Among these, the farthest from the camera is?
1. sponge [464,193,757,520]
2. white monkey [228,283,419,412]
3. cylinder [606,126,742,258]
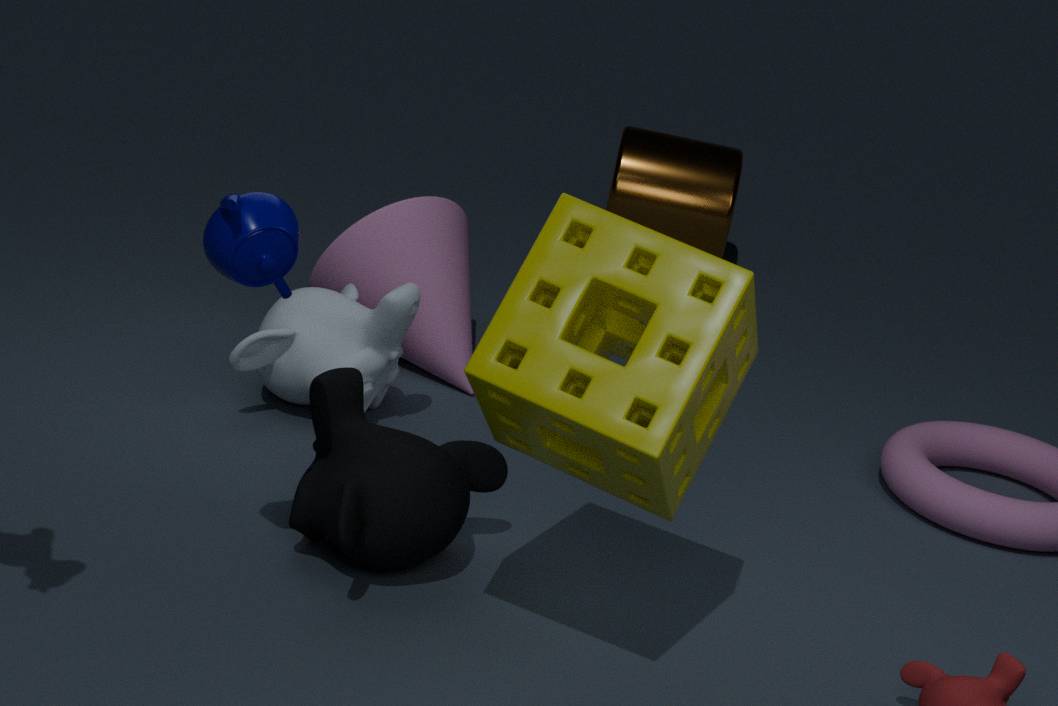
cylinder [606,126,742,258]
